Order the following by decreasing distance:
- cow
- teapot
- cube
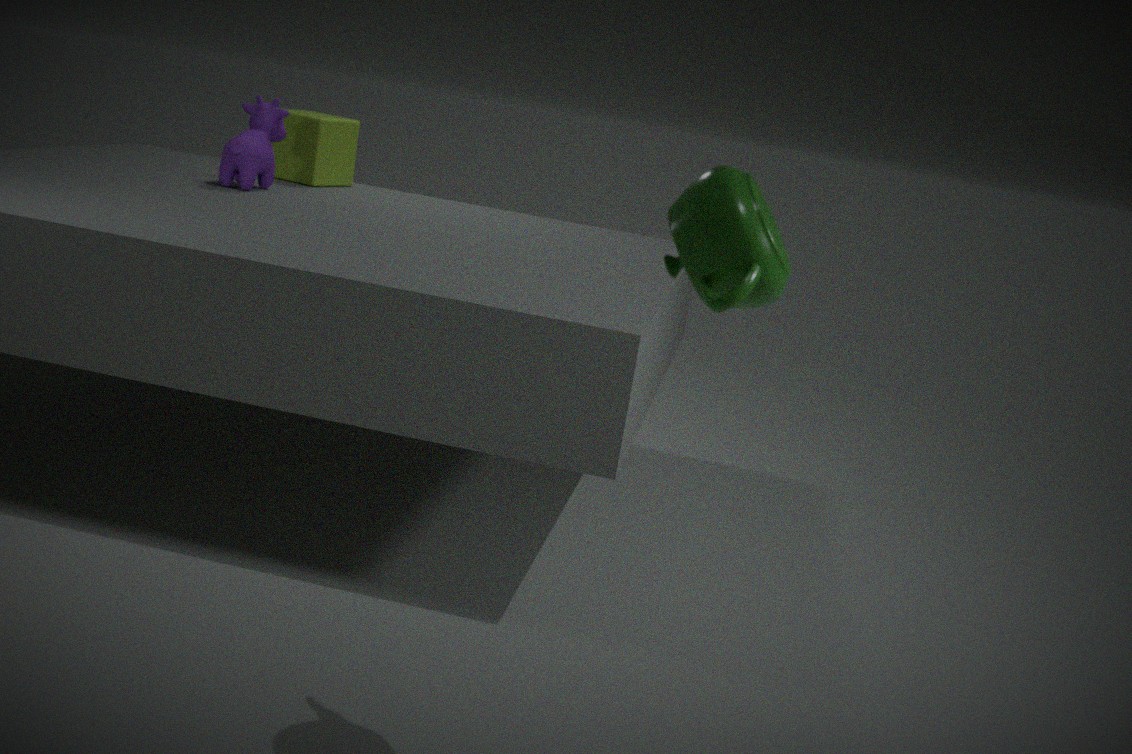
cube → cow → teapot
